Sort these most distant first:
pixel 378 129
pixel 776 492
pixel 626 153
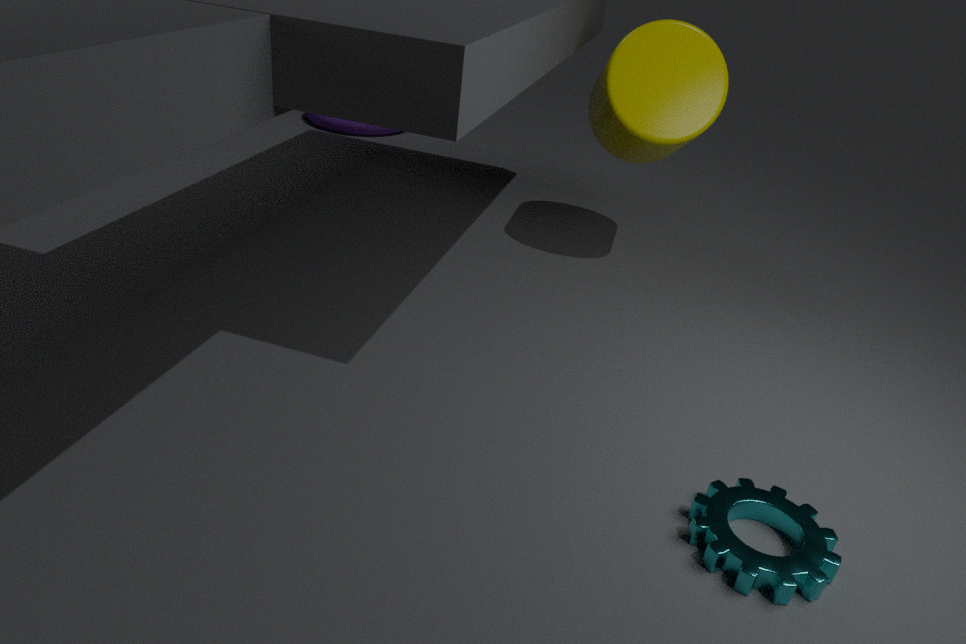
pixel 378 129 < pixel 626 153 < pixel 776 492
